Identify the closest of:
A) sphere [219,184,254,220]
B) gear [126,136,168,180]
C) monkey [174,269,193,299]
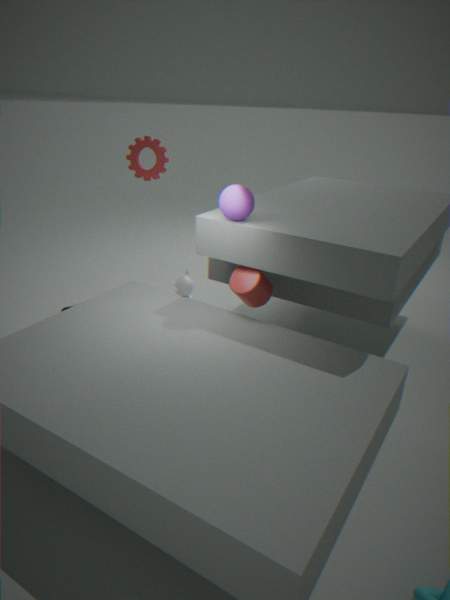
A. sphere [219,184,254,220]
